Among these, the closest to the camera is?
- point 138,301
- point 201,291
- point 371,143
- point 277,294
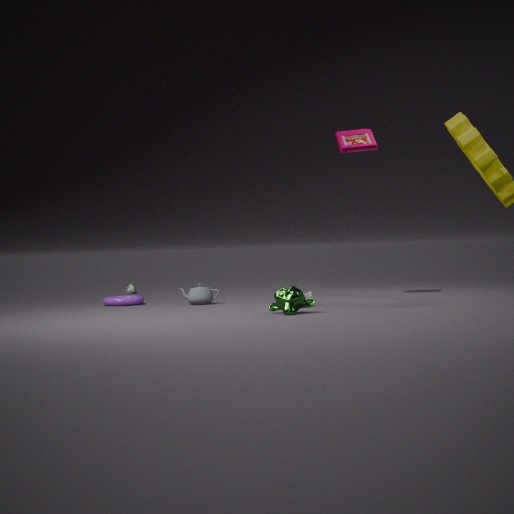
point 277,294
